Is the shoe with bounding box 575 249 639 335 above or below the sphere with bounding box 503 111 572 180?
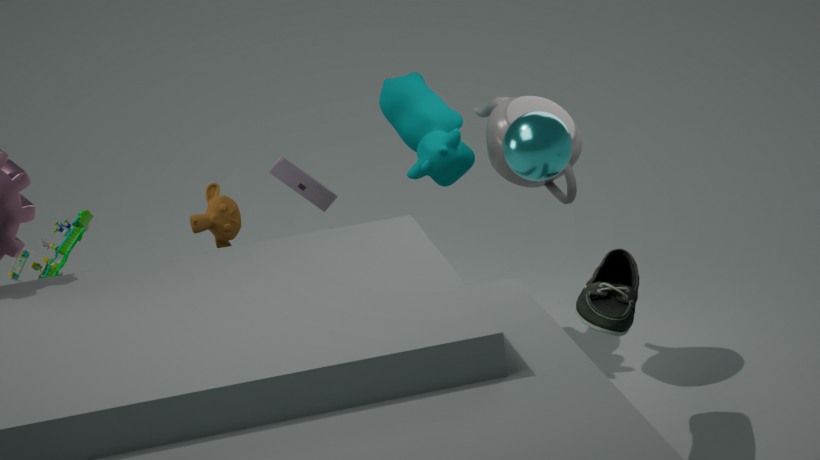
below
